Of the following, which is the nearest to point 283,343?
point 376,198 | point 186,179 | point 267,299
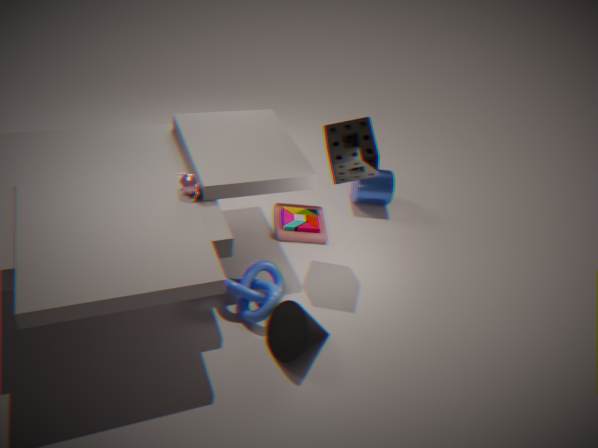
point 267,299
